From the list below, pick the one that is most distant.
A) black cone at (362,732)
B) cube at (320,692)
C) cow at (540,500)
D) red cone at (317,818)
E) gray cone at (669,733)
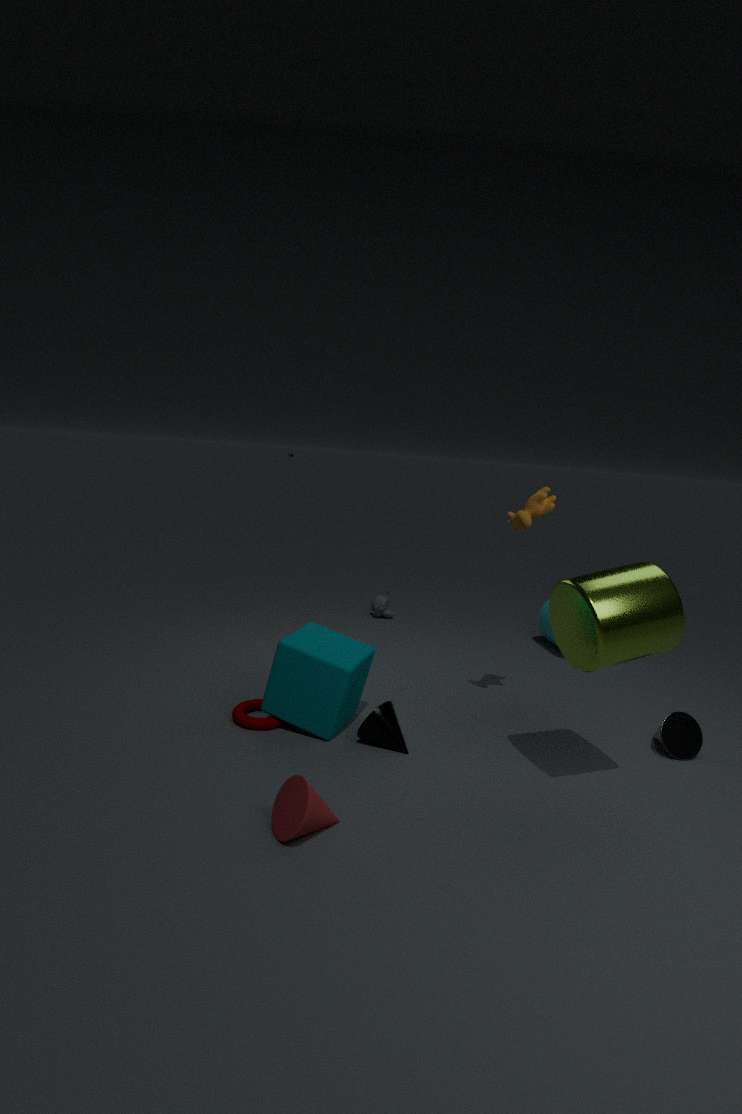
cow at (540,500)
